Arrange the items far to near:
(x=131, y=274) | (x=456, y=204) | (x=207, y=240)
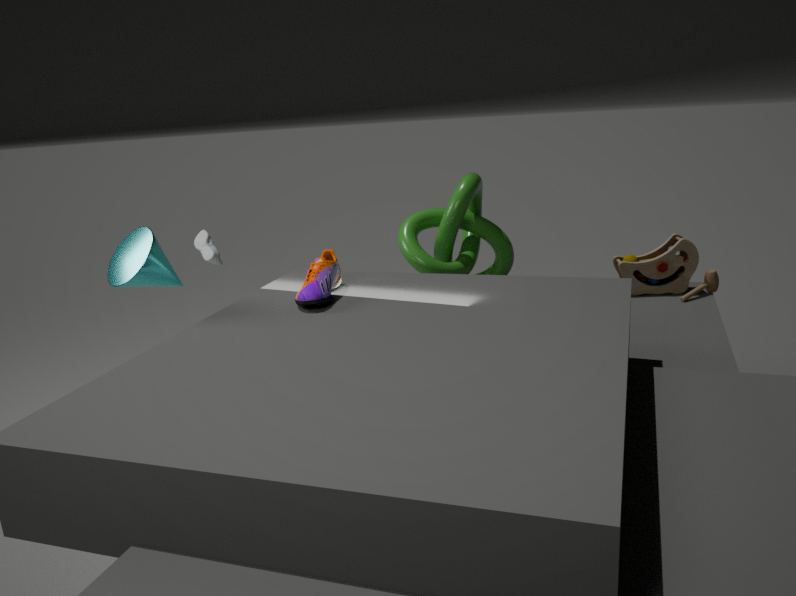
(x=207, y=240)
(x=456, y=204)
(x=131, y=274)
